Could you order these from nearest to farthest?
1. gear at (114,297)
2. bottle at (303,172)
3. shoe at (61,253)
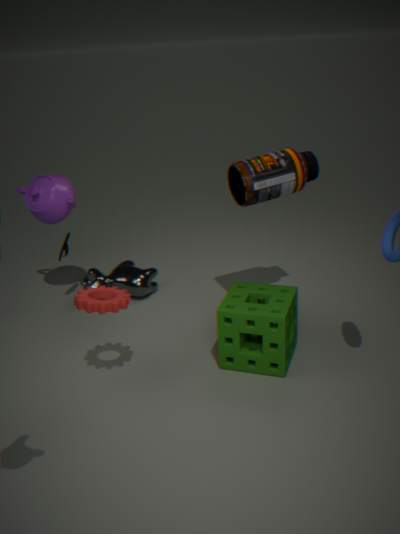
gear at (114,297) → bottle at (303,172) → shoe at (61,253)
